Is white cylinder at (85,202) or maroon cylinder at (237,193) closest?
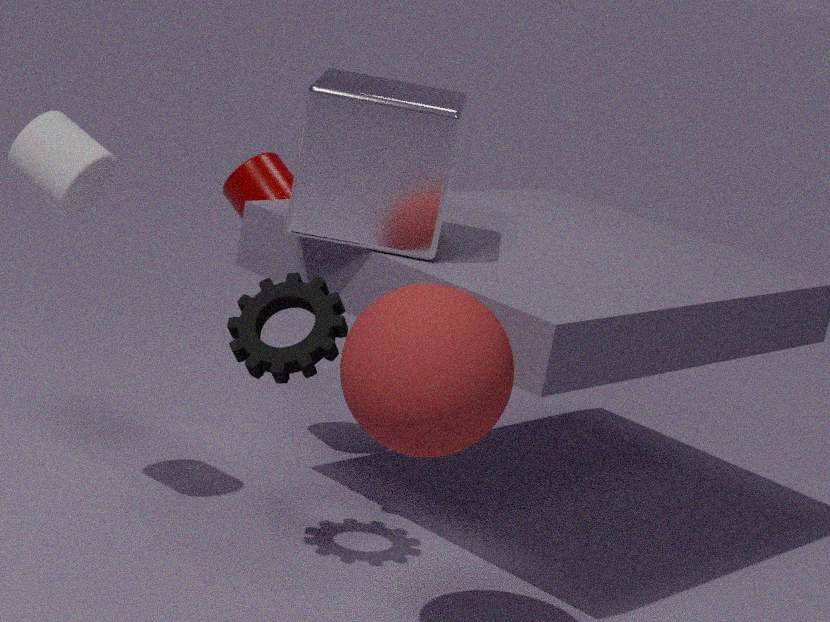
white cylinder at (85,202)
